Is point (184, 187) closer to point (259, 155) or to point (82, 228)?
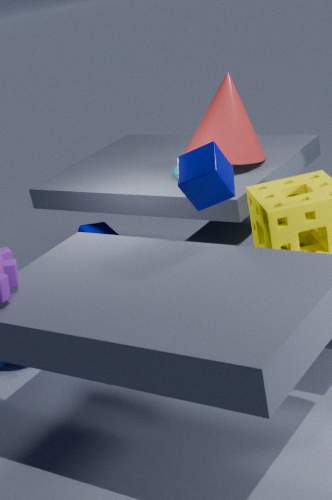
point (259, 155)
